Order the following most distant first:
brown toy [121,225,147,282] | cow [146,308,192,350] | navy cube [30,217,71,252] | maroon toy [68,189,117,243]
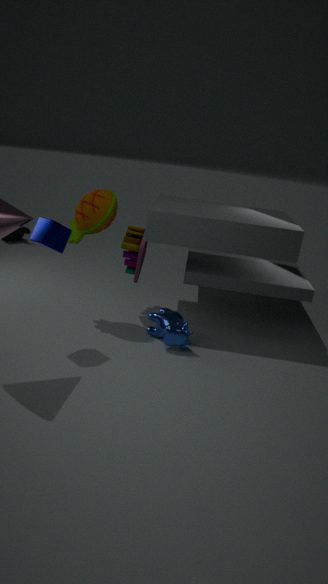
brown toy [121,225,147,282]
maroon toy [68,189,117,243]
cow [146,308,192,350]
navy cube [30,217,71,252]
